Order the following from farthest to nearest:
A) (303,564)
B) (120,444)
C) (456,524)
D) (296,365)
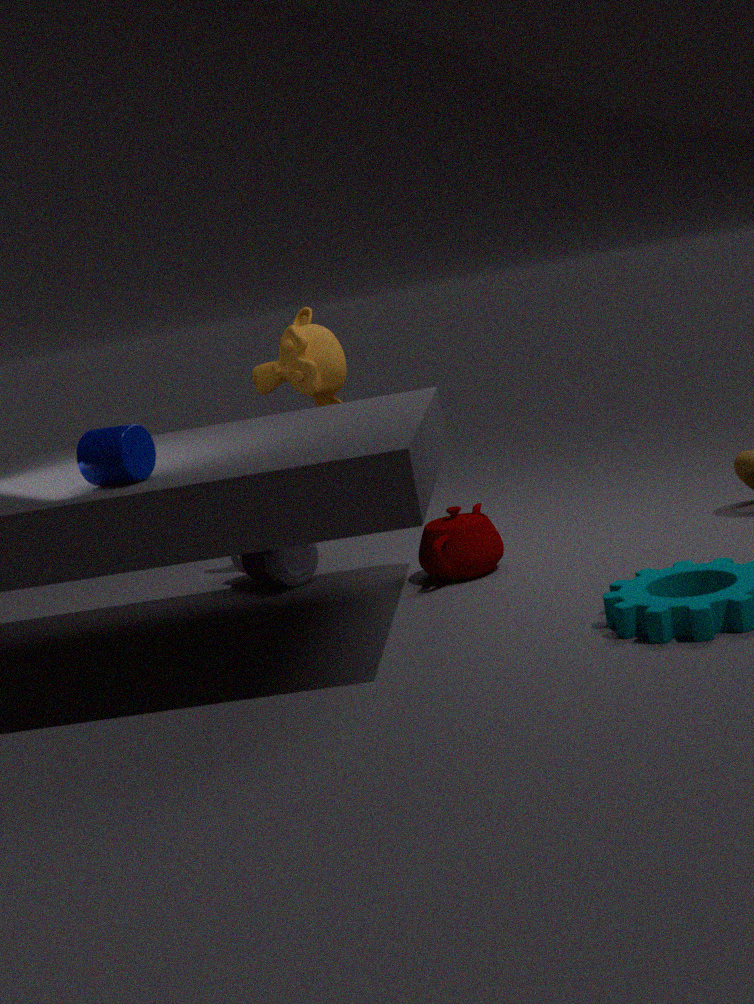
(296,365) < (303,564) < (456,524) < (120,444)
